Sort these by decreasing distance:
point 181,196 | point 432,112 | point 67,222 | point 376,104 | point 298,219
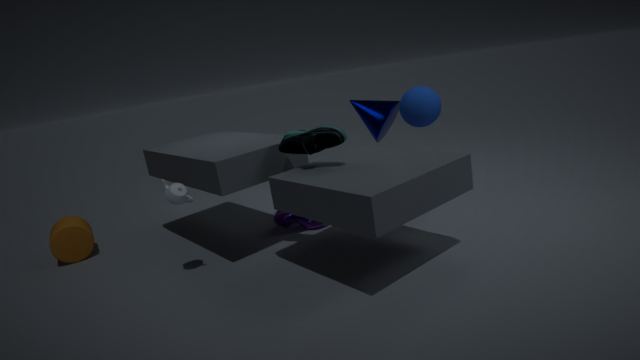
point 67,222
point 376,104
point 298,219
point 432,112
point 181,196
